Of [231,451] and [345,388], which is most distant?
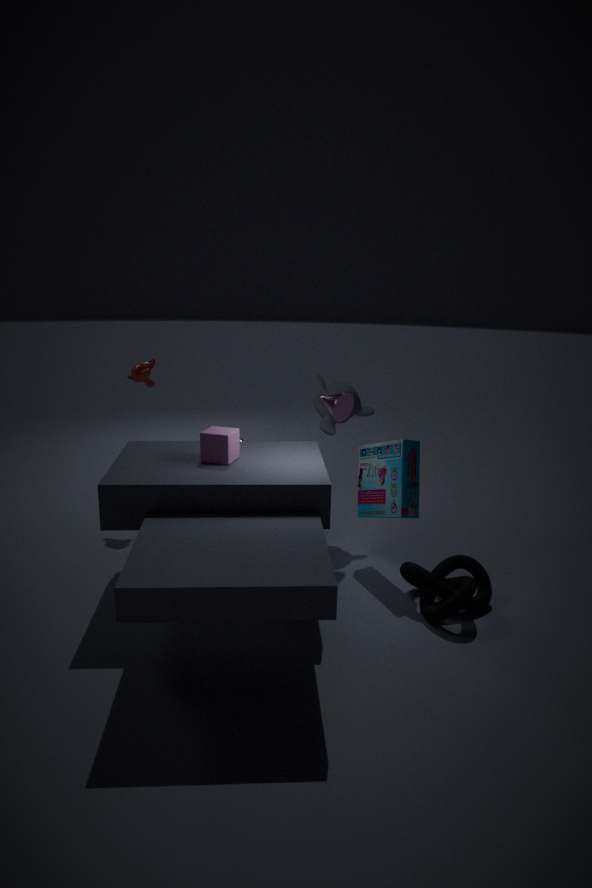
[345,388]
